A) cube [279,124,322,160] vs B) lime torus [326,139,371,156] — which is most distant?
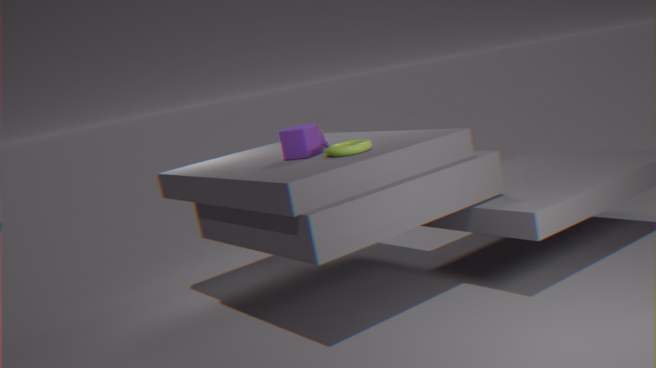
A. cube [279,124,322,160]
